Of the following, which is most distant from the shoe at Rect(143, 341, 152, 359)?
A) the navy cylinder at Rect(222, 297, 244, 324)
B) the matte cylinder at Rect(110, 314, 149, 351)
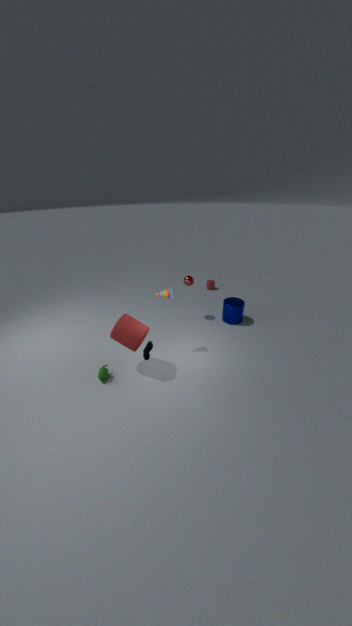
the navy cylinder at Rect(222, 297, 244, 324)
